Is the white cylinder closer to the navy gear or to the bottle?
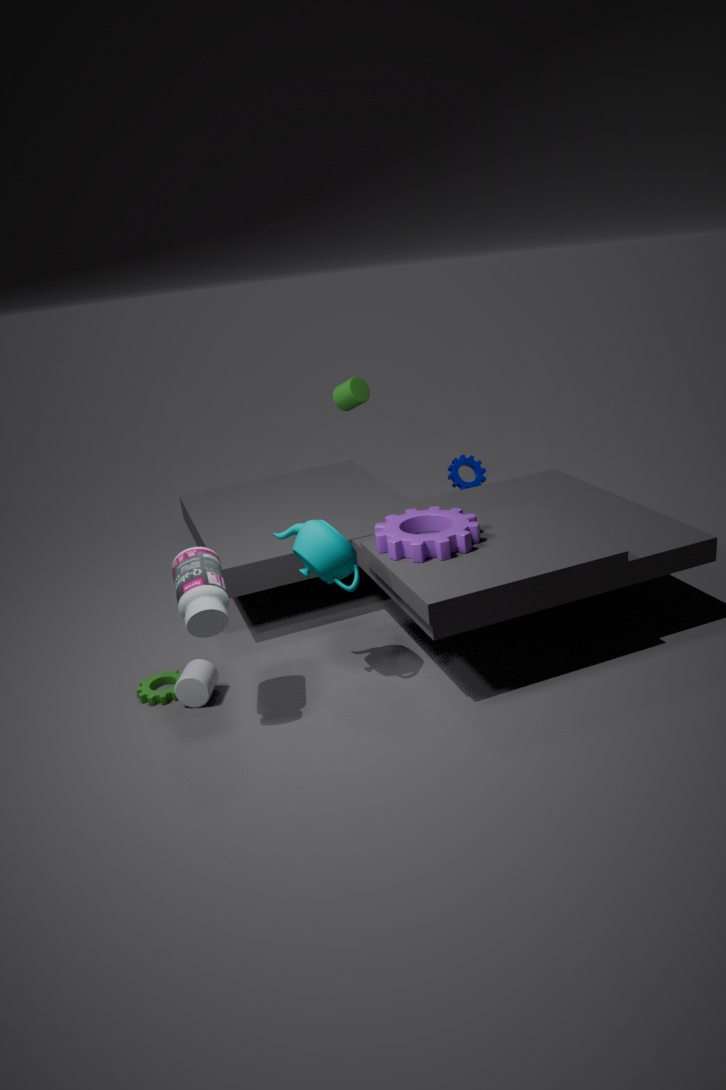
the bottle
